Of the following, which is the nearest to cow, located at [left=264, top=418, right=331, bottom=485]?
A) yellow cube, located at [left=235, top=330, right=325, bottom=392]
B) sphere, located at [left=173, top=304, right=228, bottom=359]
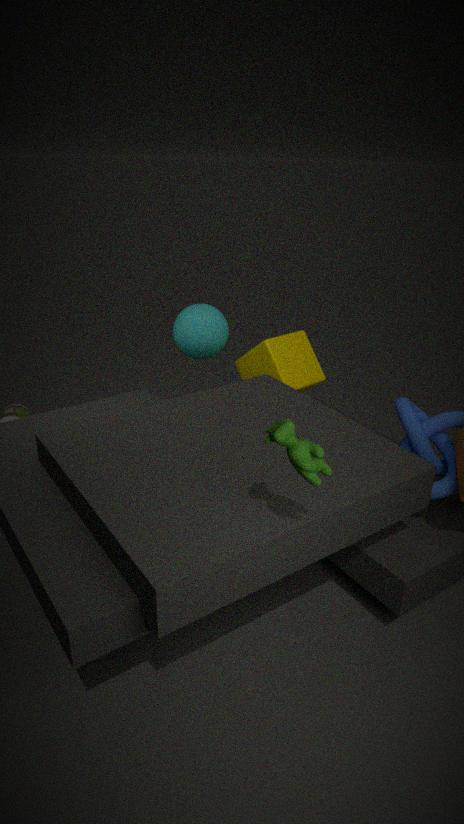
yellow cube, located at [left=235, top=330, right=325, bottom=392]
